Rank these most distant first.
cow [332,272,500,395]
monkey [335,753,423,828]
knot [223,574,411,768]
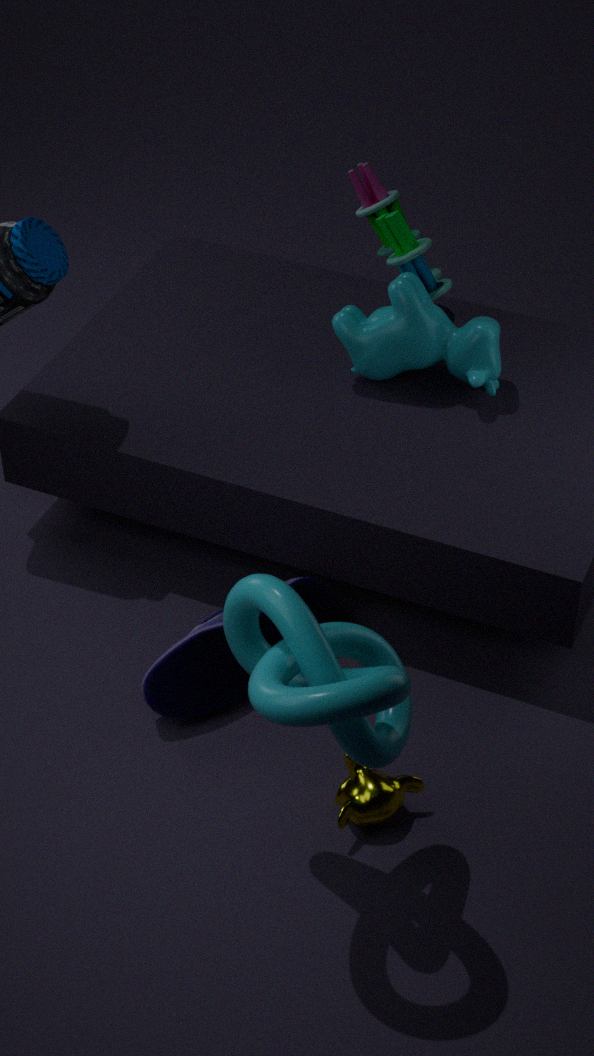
cow [332,272,500,395] → monkey [335,753,423,828] → knot [223,574,411,768]
